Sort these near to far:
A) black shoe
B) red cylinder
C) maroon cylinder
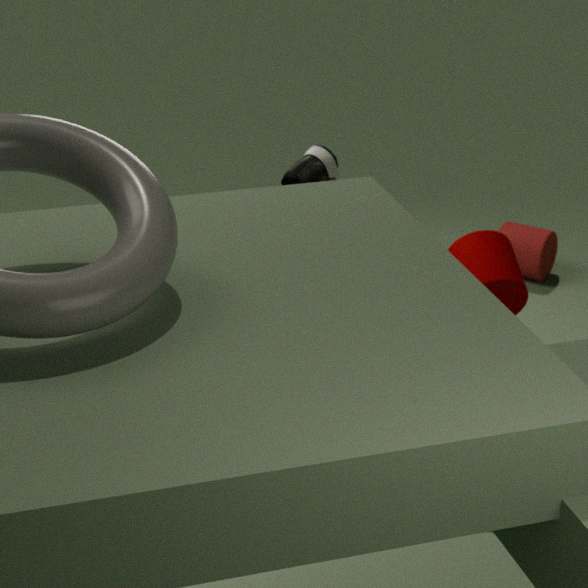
1. maroon cylinder
2. black shoe
3. red cylinder
